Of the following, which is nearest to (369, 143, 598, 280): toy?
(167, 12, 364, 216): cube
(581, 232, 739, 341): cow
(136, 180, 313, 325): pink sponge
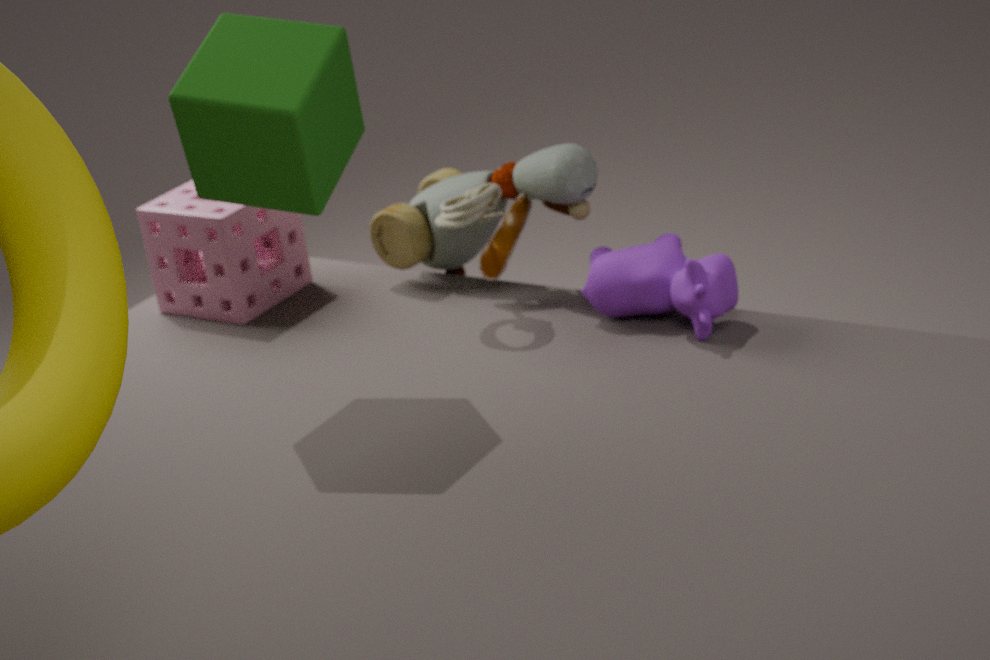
(581, 232, 739, 341): cow
